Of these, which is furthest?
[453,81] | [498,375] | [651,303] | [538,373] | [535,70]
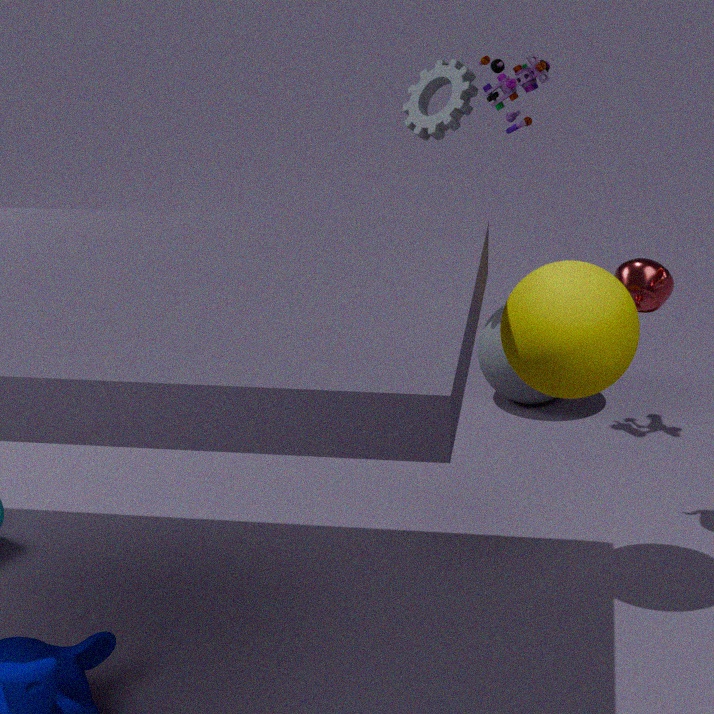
[498,375]
